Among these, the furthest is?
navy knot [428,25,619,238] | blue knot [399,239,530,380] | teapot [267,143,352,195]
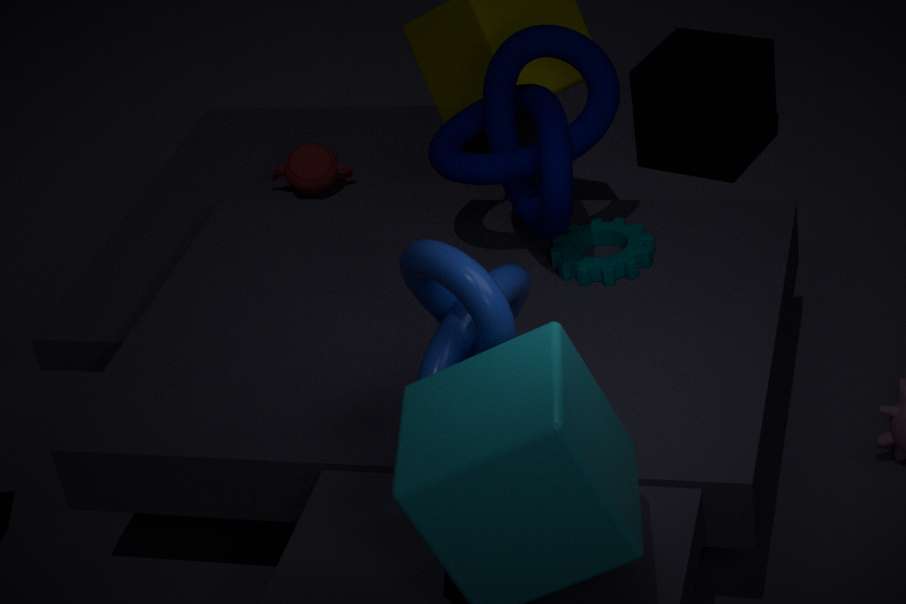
teapot [267,143,352,195]
